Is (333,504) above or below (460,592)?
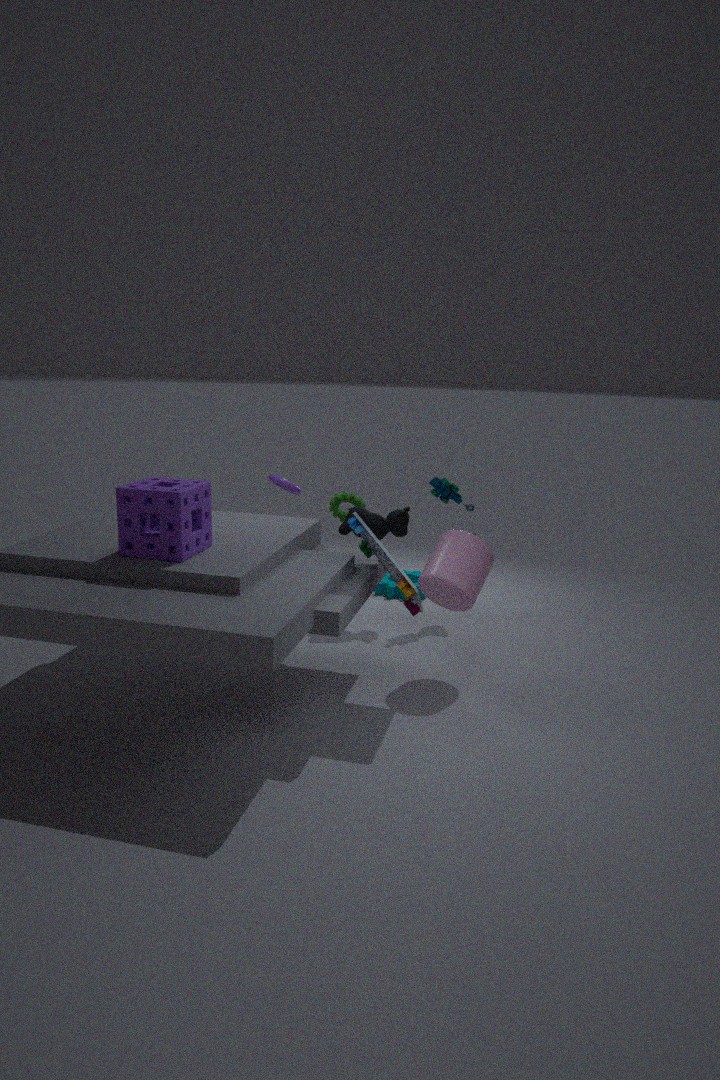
above
